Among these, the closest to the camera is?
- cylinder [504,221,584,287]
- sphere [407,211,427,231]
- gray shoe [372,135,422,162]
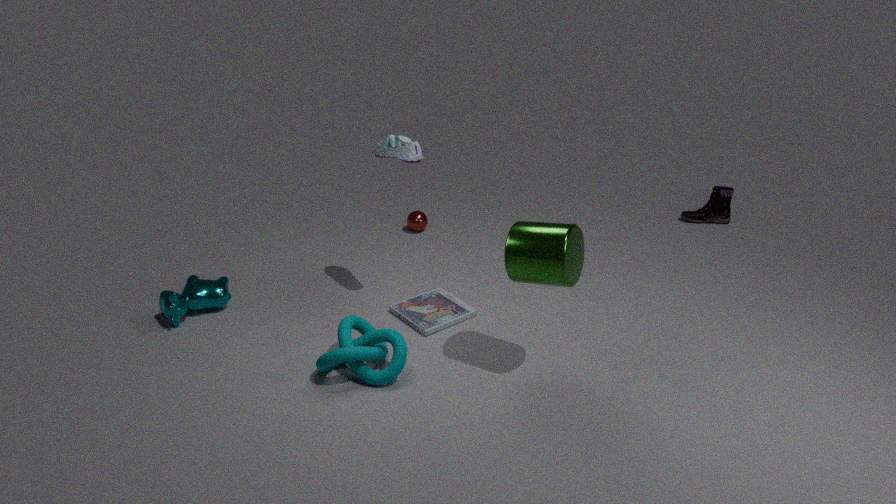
cylinder [504,221,584,287]
